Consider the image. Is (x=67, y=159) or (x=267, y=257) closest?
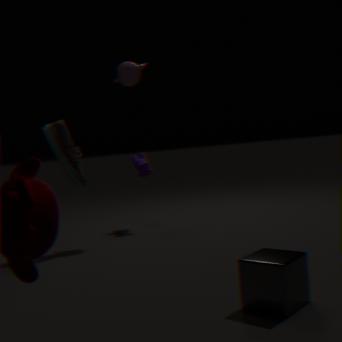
(x=267, y=257)
